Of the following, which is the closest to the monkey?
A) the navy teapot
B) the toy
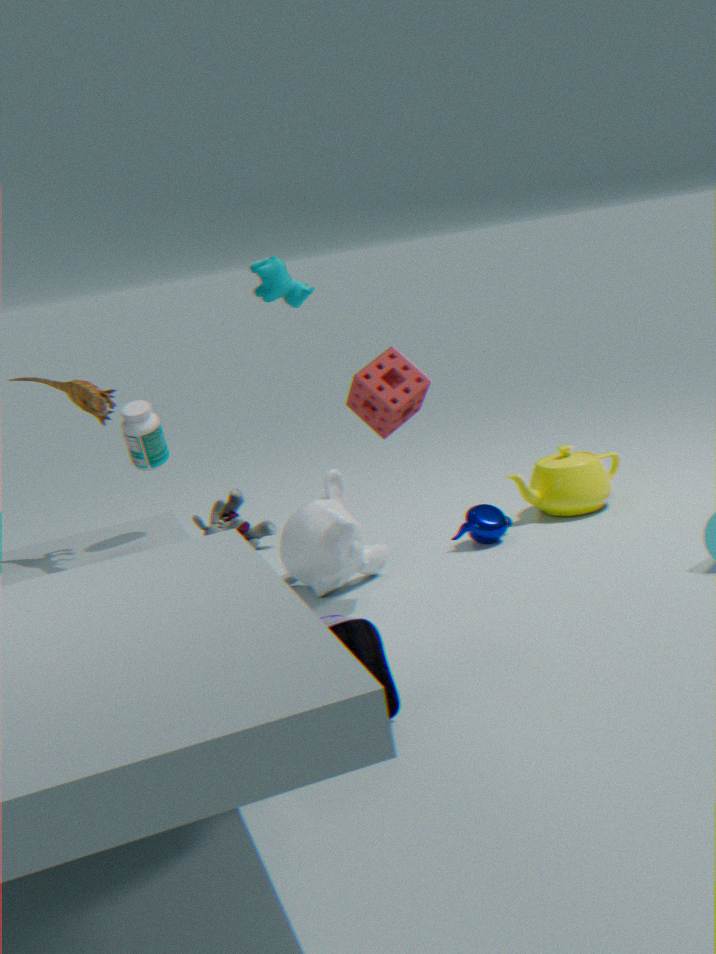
the navy teapot
